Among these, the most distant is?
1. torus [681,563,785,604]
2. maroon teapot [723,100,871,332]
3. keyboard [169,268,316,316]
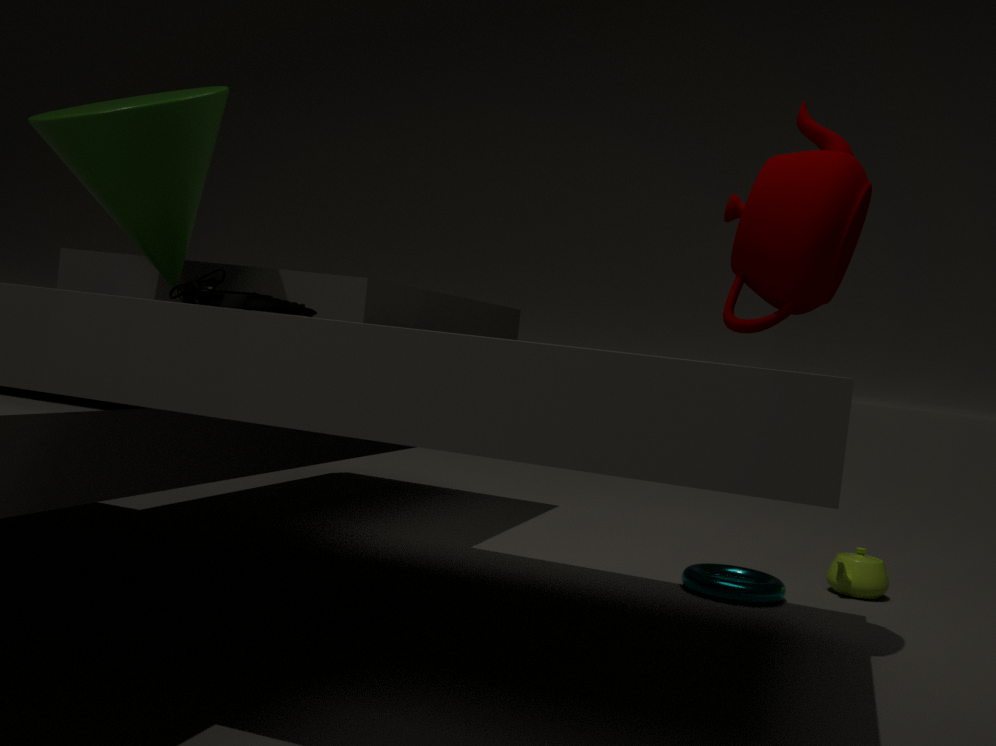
torus [681,563,785,604]
